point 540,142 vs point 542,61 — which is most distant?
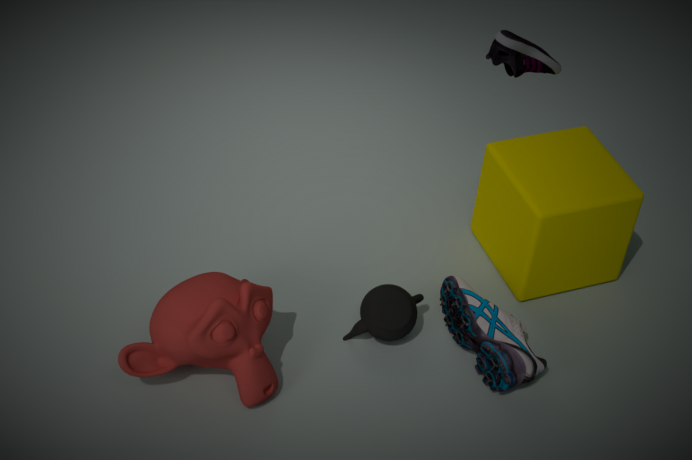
point 540,142
